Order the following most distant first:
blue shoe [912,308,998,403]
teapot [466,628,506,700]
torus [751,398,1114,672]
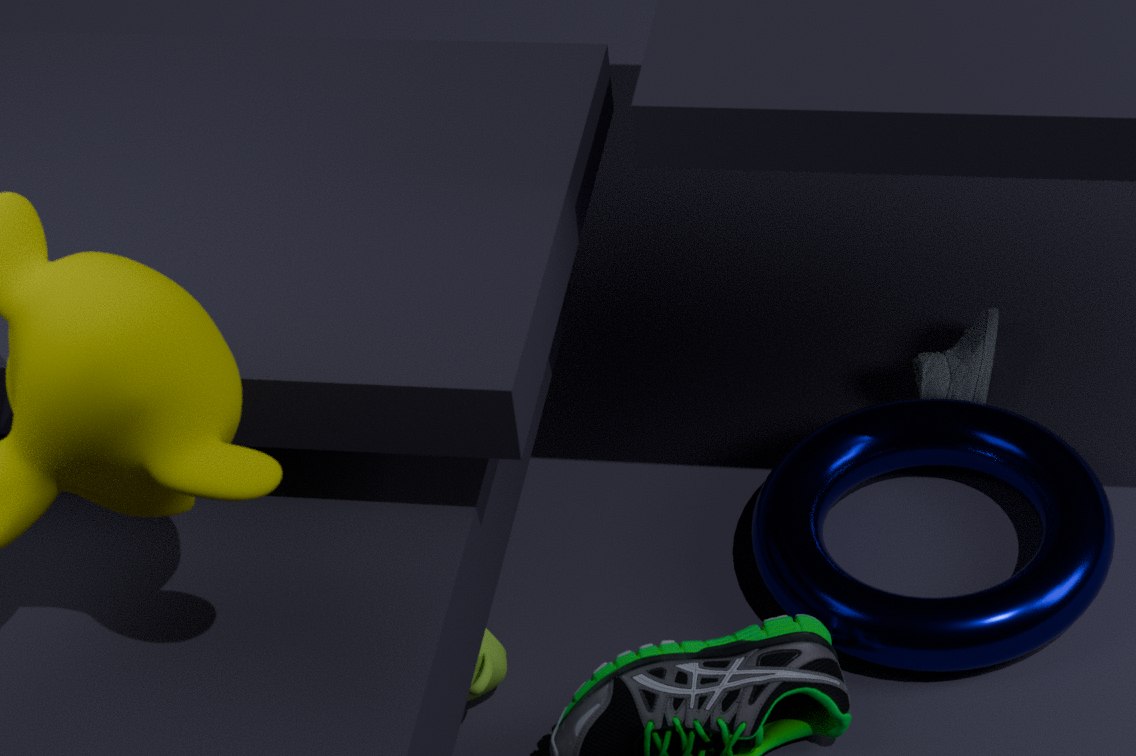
1. blue shoe [912,308,998,403]
2. torus [751,398,1114,672]
3. teapot [466,628,506,700]
